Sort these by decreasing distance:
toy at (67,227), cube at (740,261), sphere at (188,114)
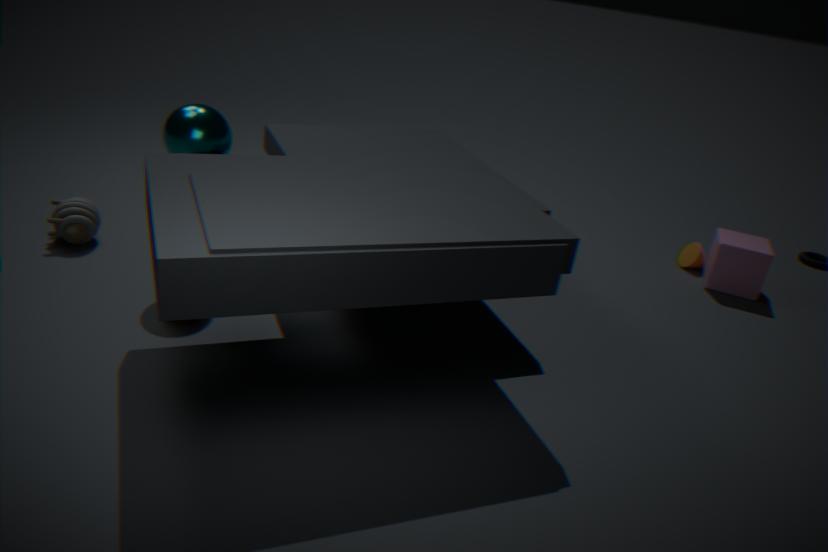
cube at (740,261)
toy at (67,227)
sphere at (188,114)
